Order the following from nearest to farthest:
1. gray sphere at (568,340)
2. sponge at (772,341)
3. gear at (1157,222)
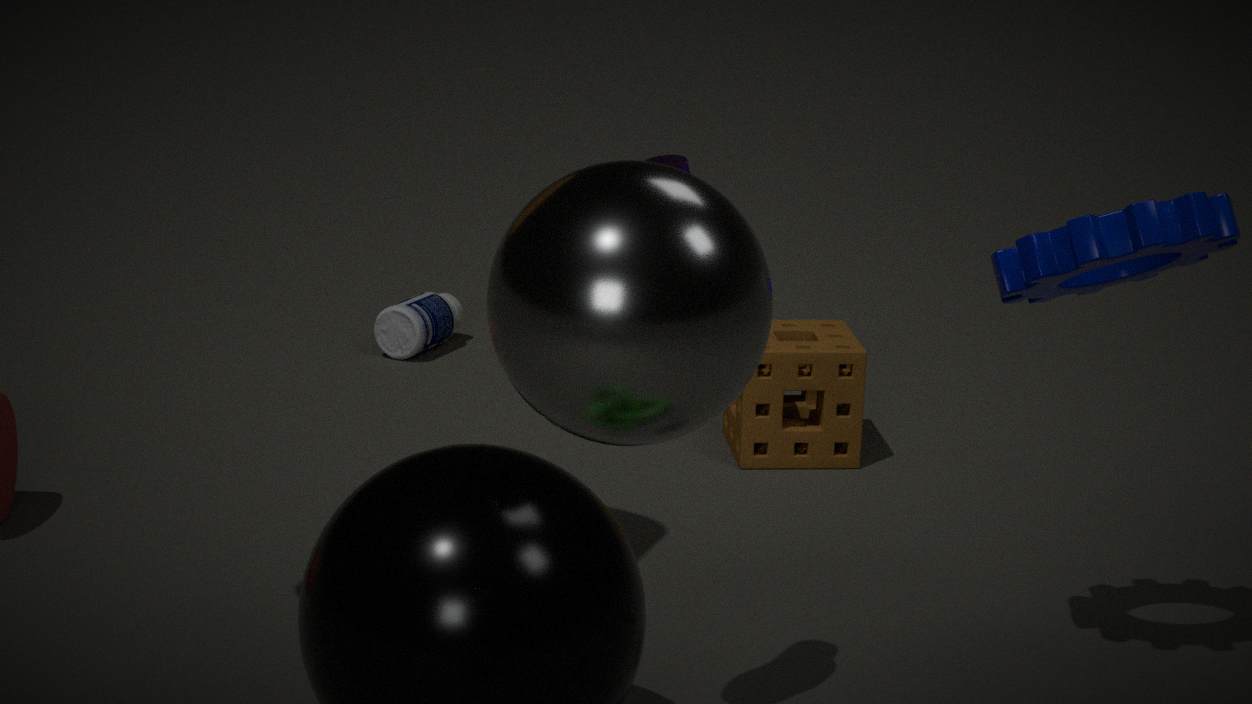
gray sphere at (568,340) < gear at (1157,222) < sponge at (772,341)
